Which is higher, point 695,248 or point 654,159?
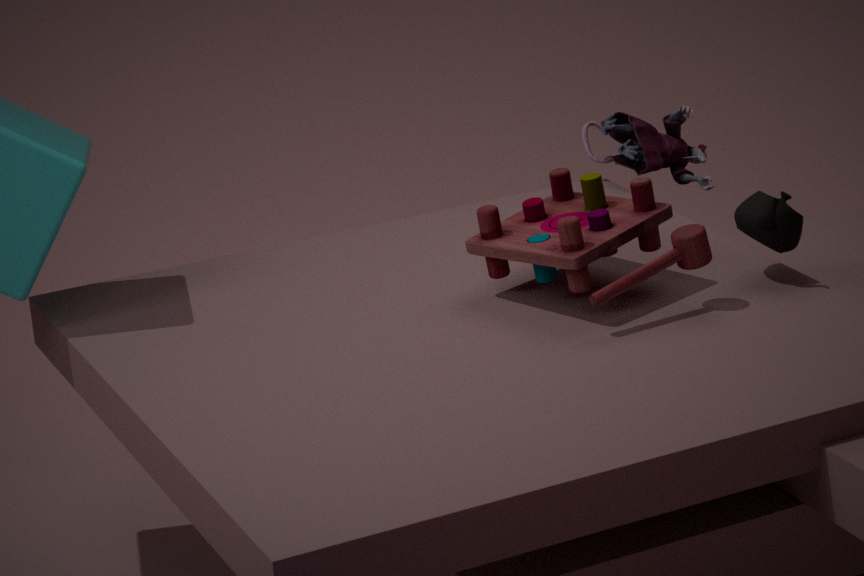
point 695,248
